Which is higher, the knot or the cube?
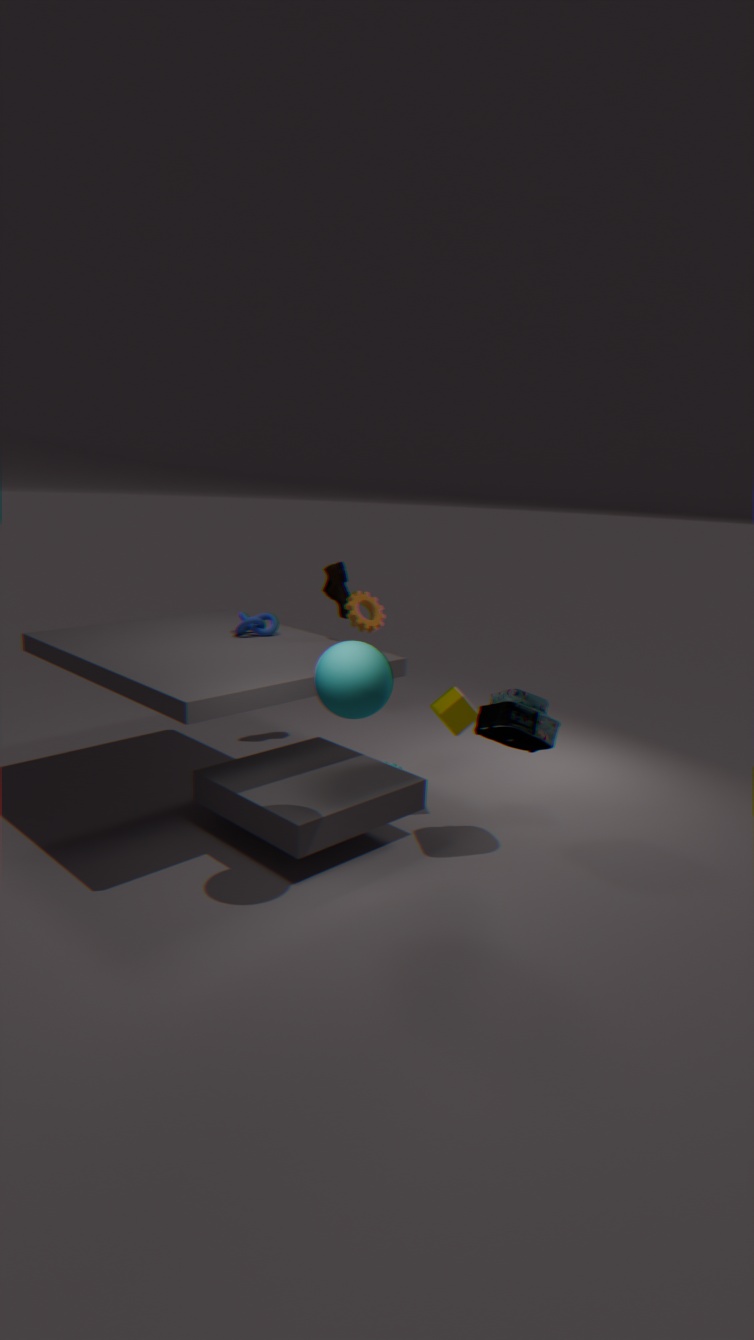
the knot
